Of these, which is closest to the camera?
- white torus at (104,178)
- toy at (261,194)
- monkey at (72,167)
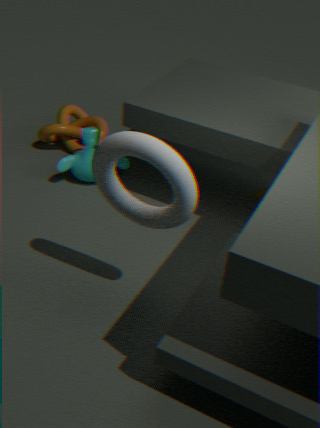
white torus at (104,178)
